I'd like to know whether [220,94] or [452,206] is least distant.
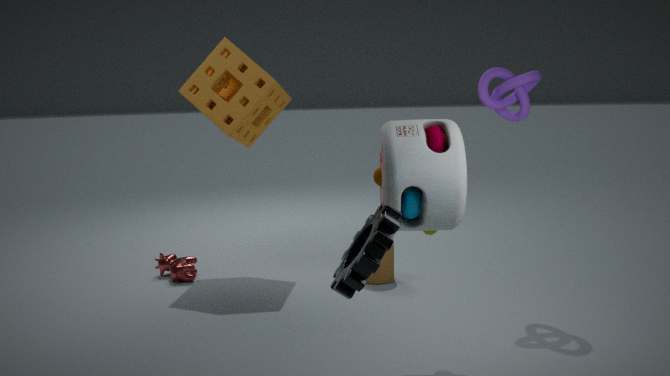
[452,206]
